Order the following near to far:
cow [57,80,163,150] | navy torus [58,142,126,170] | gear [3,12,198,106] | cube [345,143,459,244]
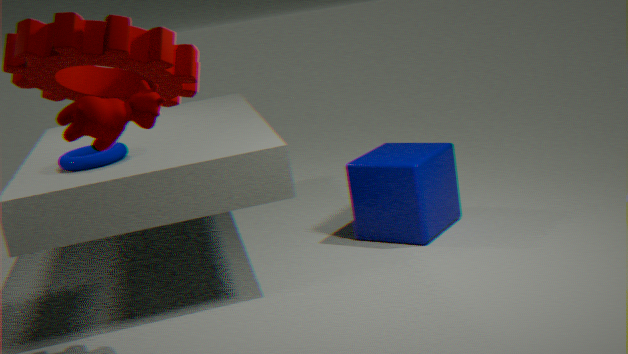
cow [57,80,163,150], gear [3,12,198,106], navy torus [58,142,126,170], cube [345,143,459,244]
